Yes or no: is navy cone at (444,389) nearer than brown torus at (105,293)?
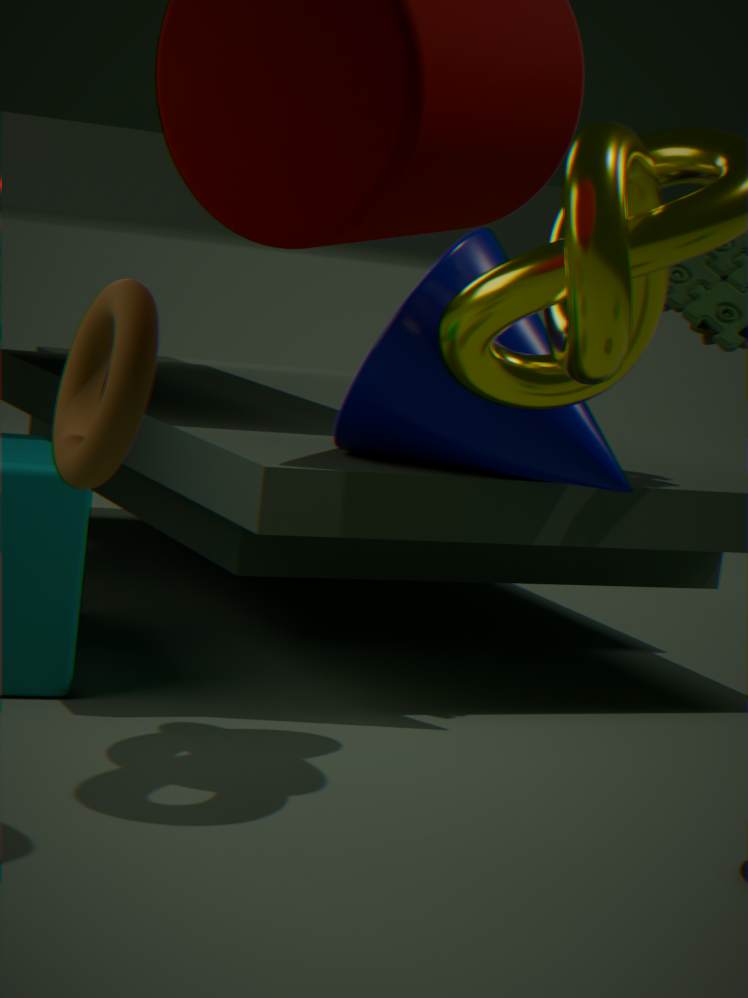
No
